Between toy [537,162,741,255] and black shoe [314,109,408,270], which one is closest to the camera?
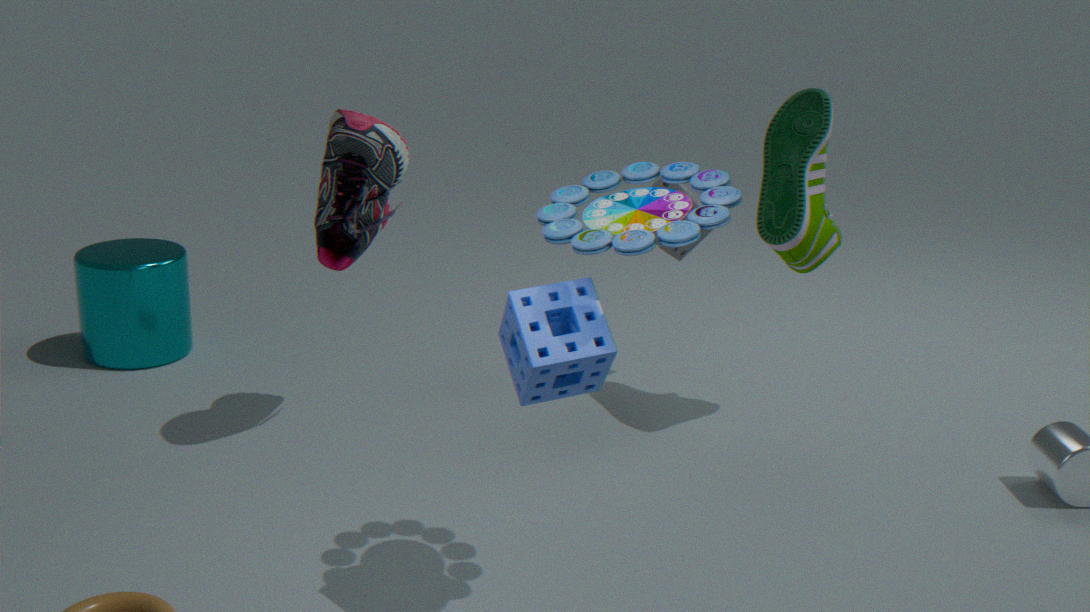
toy [537,162,741,255]
